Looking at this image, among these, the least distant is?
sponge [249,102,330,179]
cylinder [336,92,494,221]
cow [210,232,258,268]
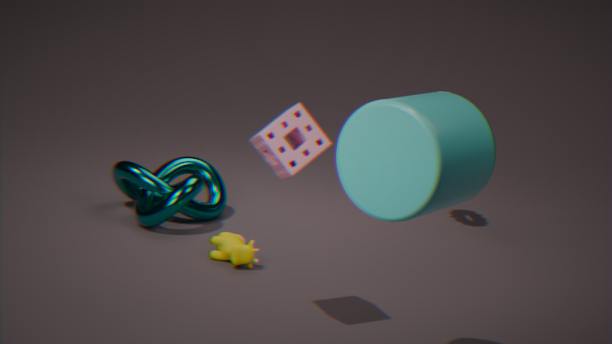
cylinder [336,92,494,221]
